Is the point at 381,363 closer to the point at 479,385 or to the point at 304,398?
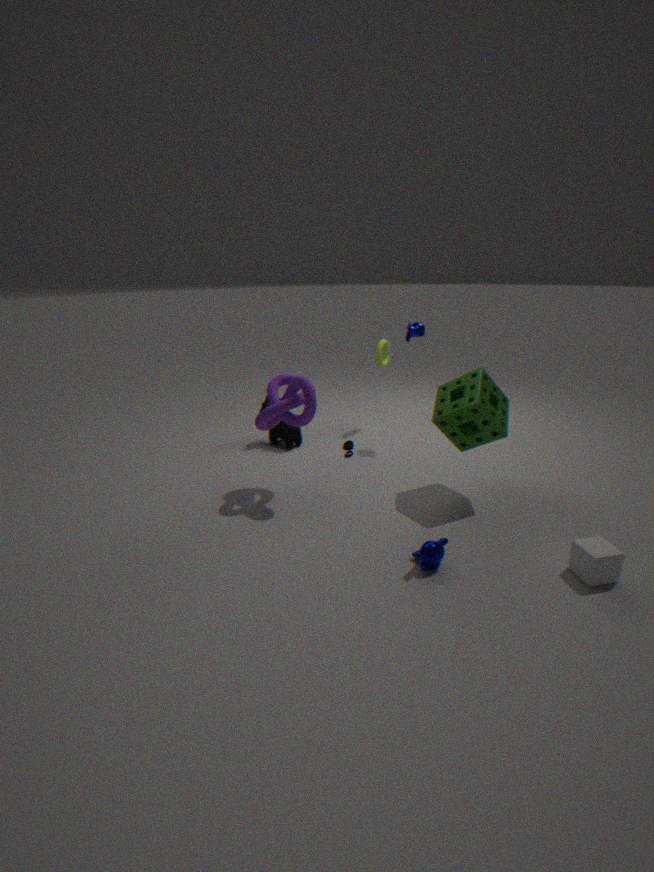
the point at 479,385
